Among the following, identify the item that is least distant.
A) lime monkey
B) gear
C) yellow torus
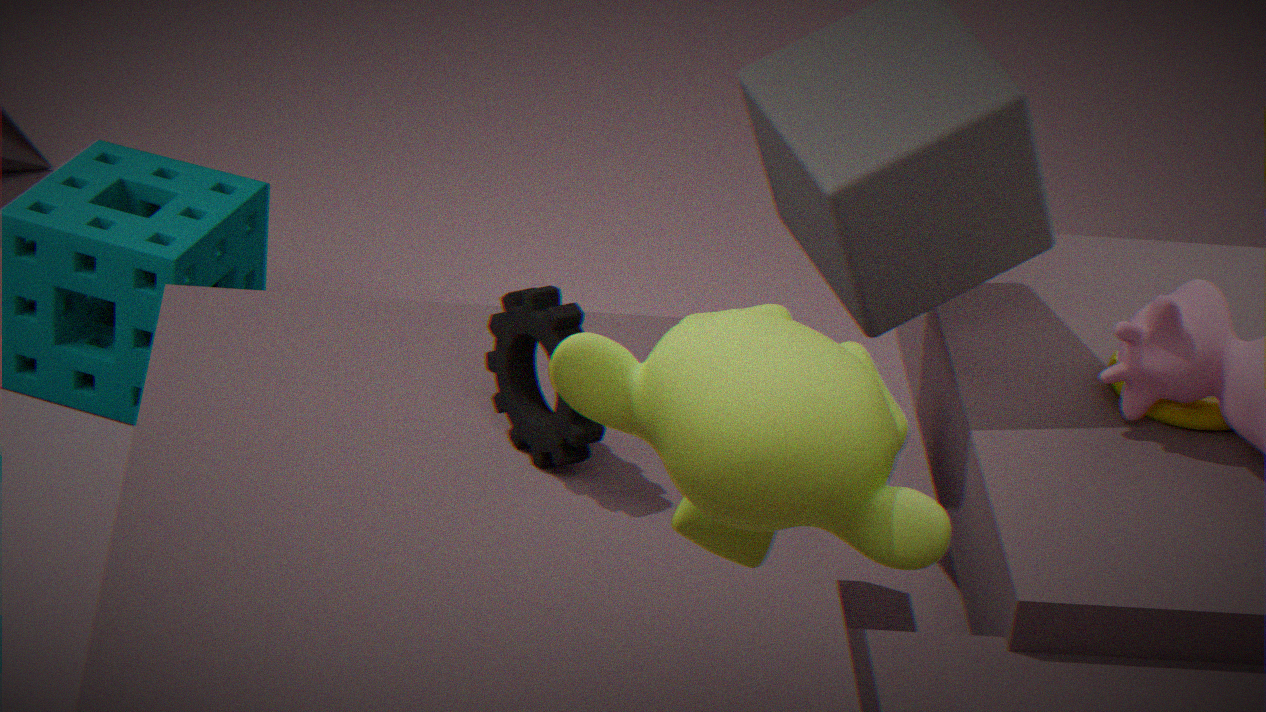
lime monkey
